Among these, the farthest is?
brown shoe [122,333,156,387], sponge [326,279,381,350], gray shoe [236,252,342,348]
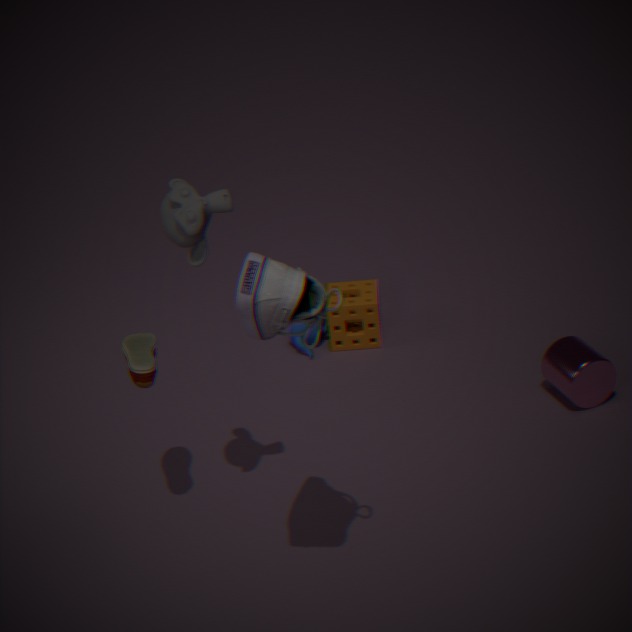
sponge [326,279,381,350]
